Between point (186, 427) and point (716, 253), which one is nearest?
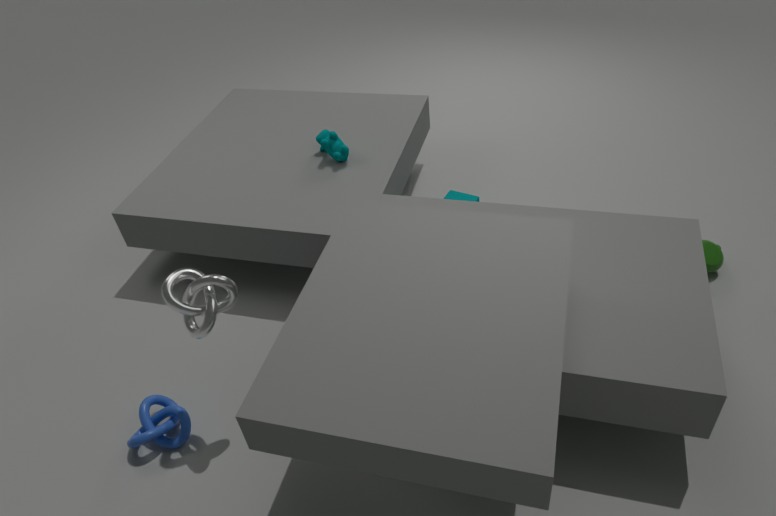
point (186, 427)
